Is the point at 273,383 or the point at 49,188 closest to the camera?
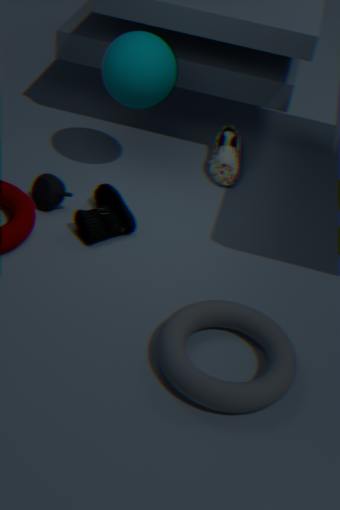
the point at 273,383
